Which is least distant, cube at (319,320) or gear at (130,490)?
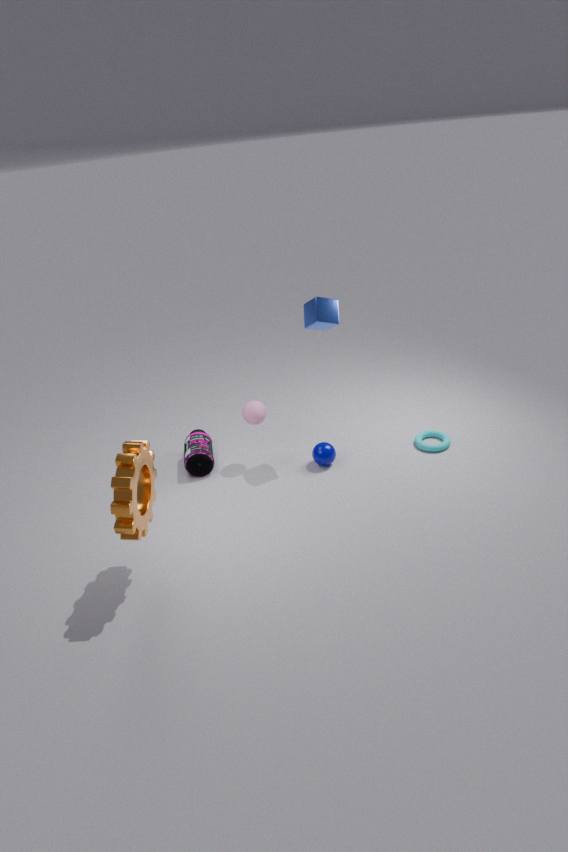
gear at (130,490)
